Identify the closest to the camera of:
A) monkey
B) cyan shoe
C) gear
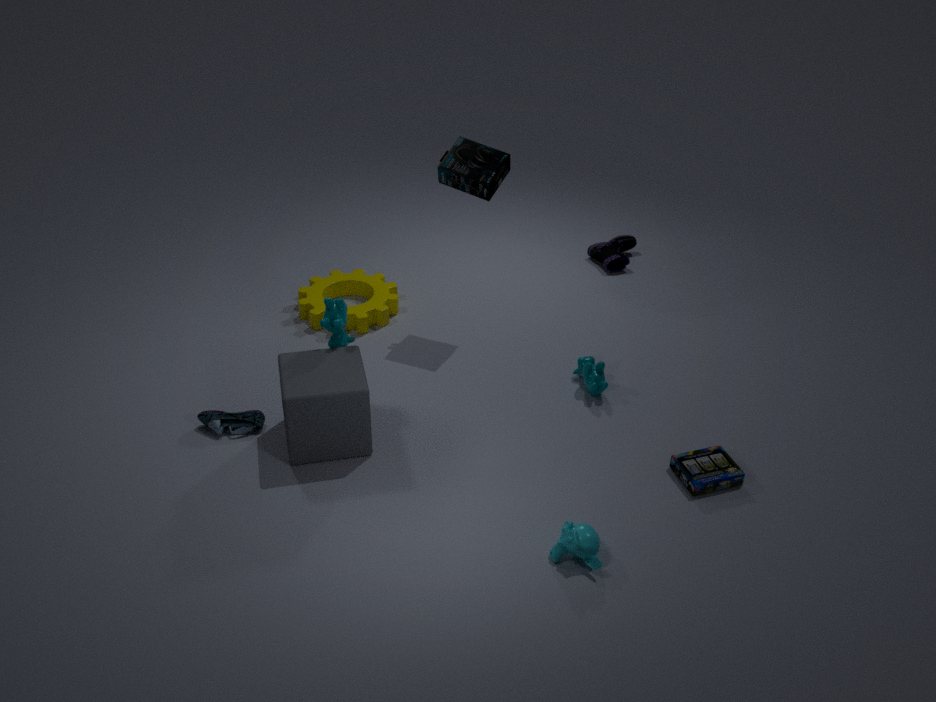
monkey
